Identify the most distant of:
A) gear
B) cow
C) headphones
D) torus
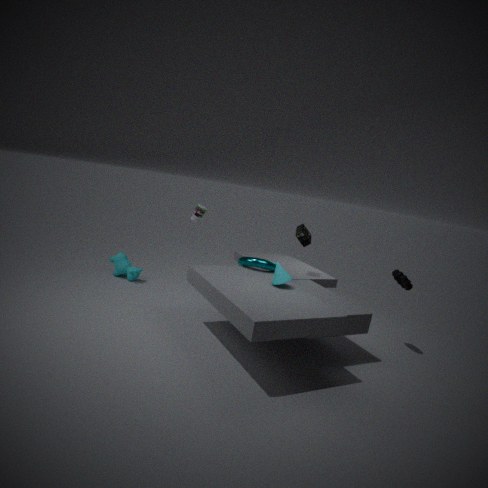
cow
